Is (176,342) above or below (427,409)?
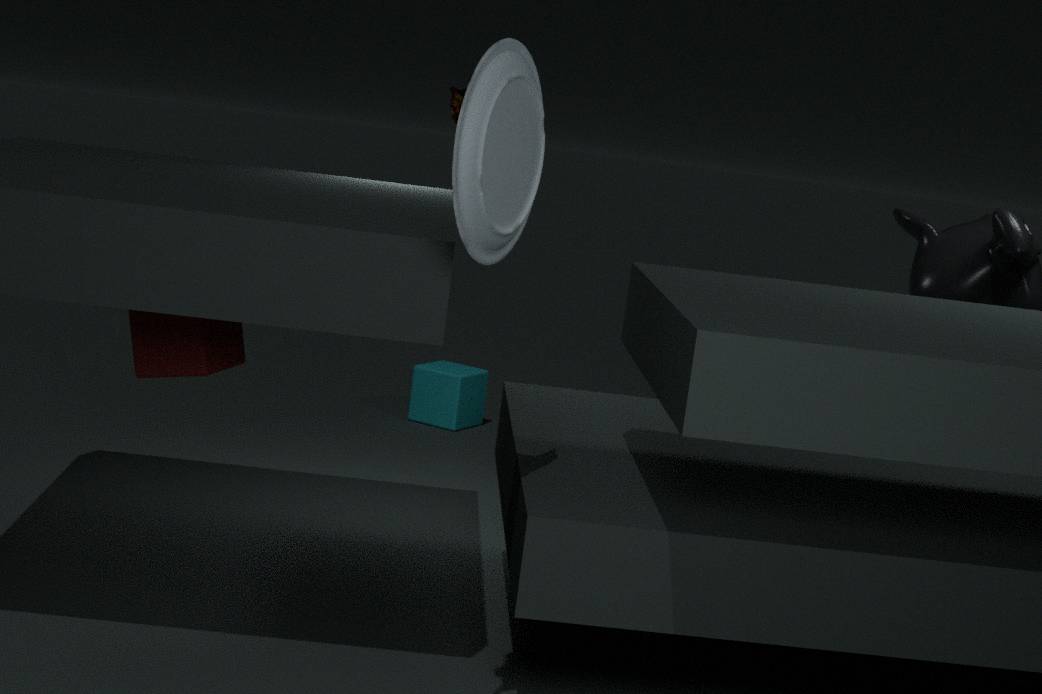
above
